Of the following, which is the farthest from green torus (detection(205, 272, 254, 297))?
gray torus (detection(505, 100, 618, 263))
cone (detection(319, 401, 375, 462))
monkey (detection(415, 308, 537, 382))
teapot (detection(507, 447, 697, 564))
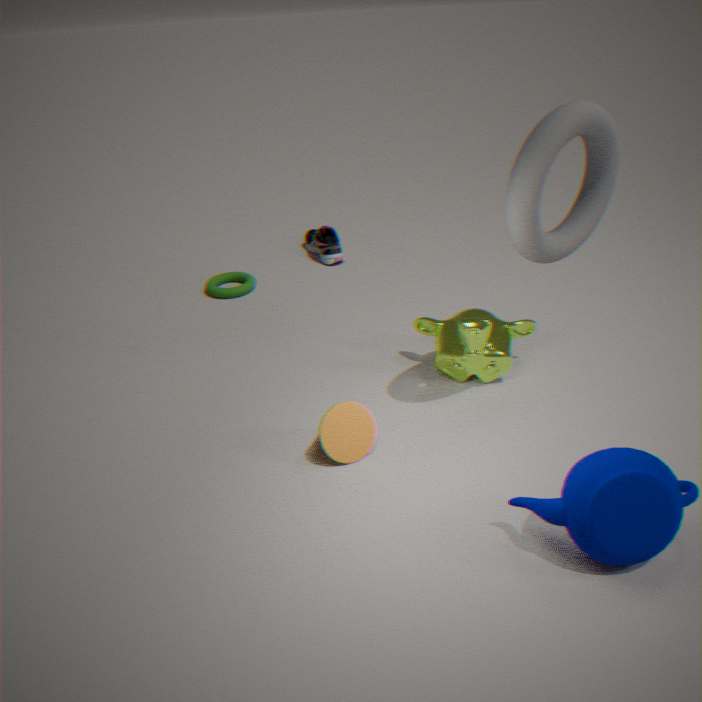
teapot (detection(507, 447, 697, 564))
